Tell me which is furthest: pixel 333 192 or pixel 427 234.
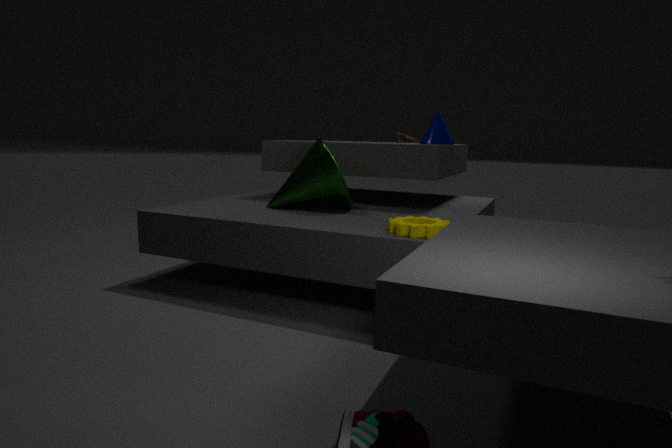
pixel 333 192
